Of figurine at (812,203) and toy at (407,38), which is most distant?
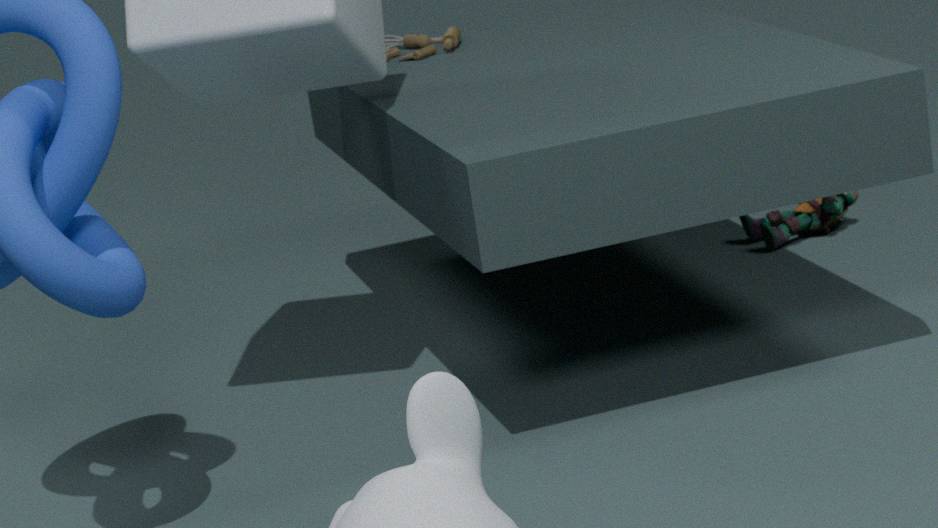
figurine at (812,203)
